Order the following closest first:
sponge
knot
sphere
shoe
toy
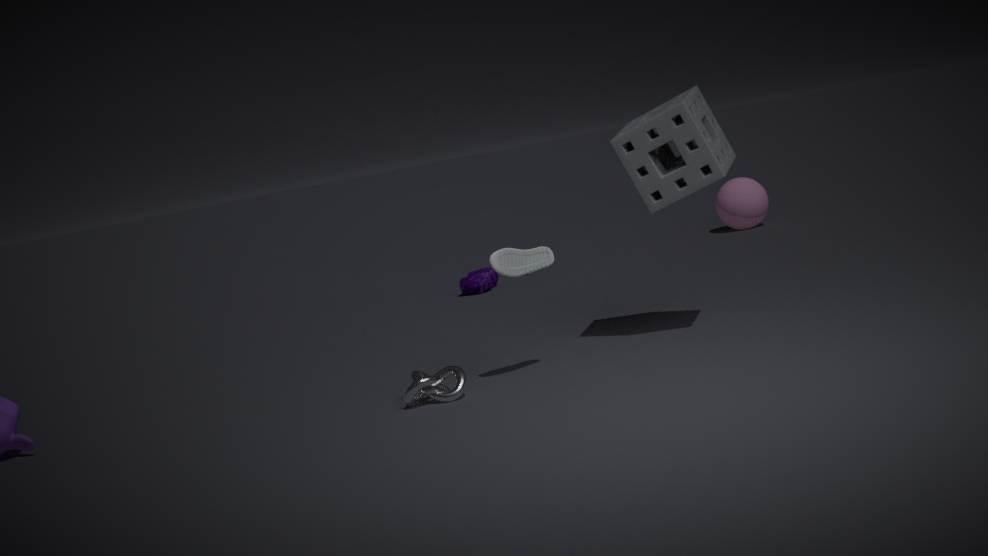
1. knot
2. shoe
3. sponge
4. toy
5. sphere
